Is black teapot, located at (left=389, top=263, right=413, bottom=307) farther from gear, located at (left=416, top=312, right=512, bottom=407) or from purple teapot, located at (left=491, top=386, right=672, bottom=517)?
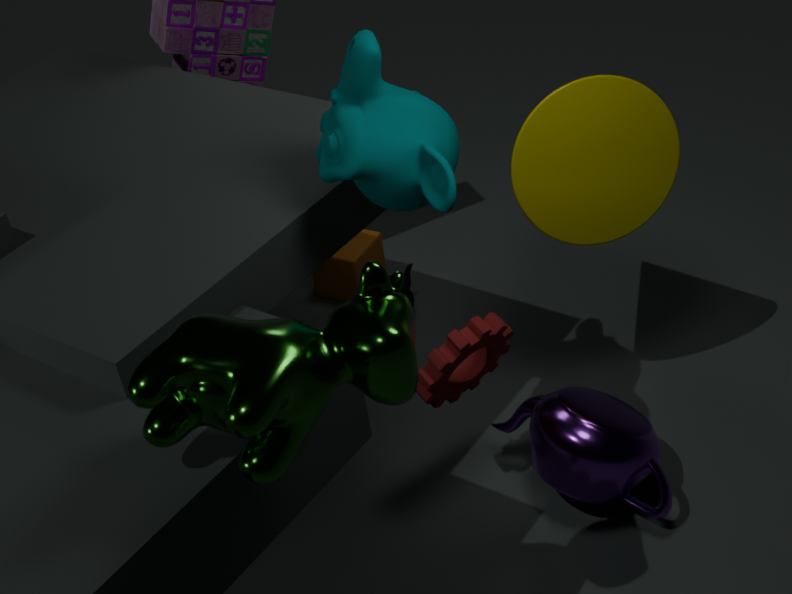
gear, located at (left=416, top=312, right=512, bottom=407)
